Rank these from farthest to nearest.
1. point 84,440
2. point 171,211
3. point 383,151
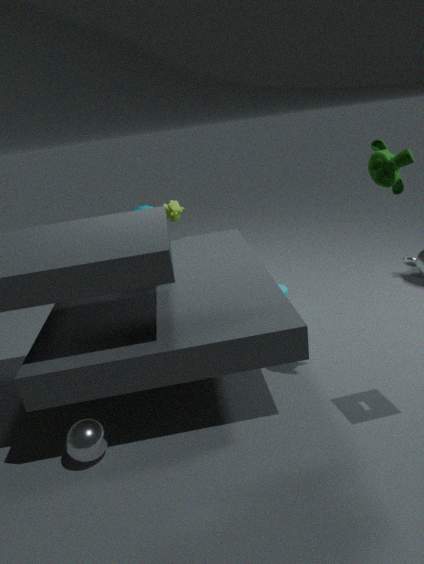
1. point 171,211
2. point 383,151
3. point 84,440
